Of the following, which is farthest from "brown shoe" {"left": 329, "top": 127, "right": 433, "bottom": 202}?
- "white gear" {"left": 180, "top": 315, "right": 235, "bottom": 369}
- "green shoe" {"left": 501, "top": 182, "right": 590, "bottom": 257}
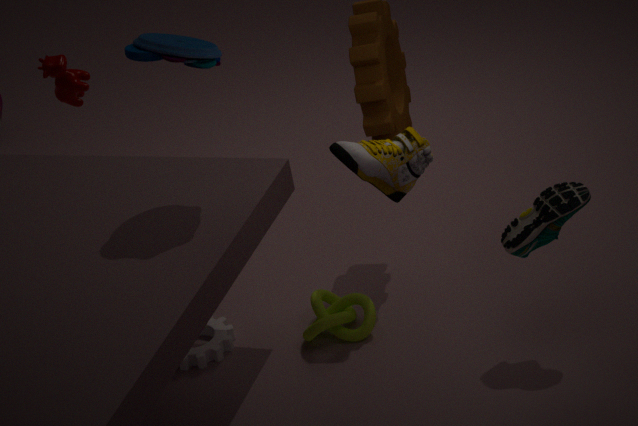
"white gear" {"left": 180, "top": 315, "right": 235, "bottom": 369}
